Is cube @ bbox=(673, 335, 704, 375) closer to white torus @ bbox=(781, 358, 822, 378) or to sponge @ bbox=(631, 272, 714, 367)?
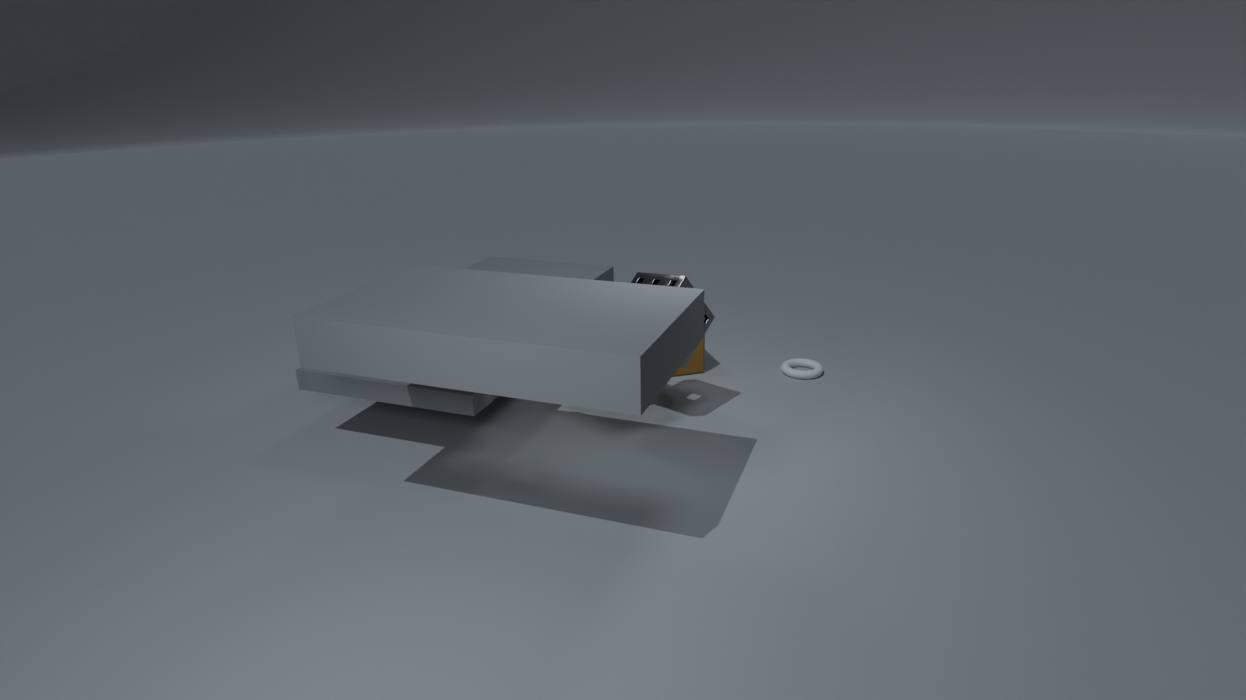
sponge @ bbox=(631, 272, 714, 367)
